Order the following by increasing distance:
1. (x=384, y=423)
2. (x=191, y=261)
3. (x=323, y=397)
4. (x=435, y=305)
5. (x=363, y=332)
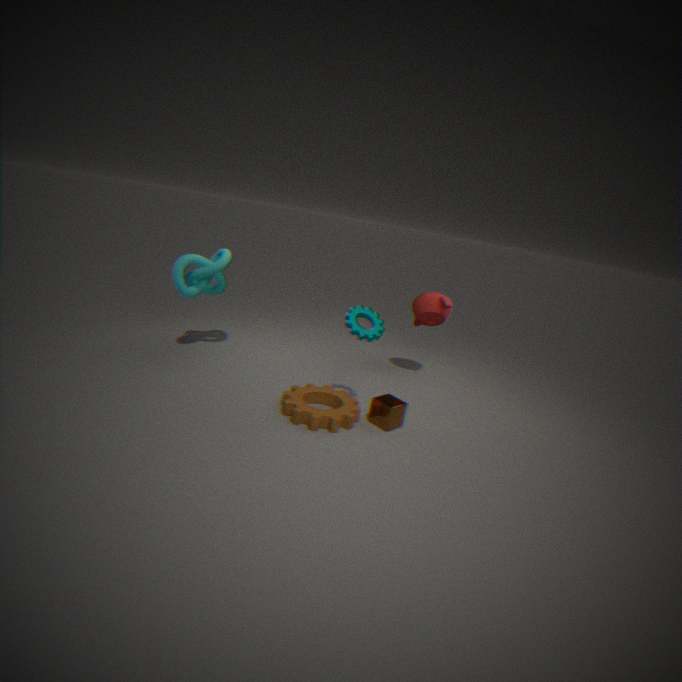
(x=363, y=332) < (x=384, y=423) < (x=323, y=397) < (x=191, y=261) < (x=435, y=305)
